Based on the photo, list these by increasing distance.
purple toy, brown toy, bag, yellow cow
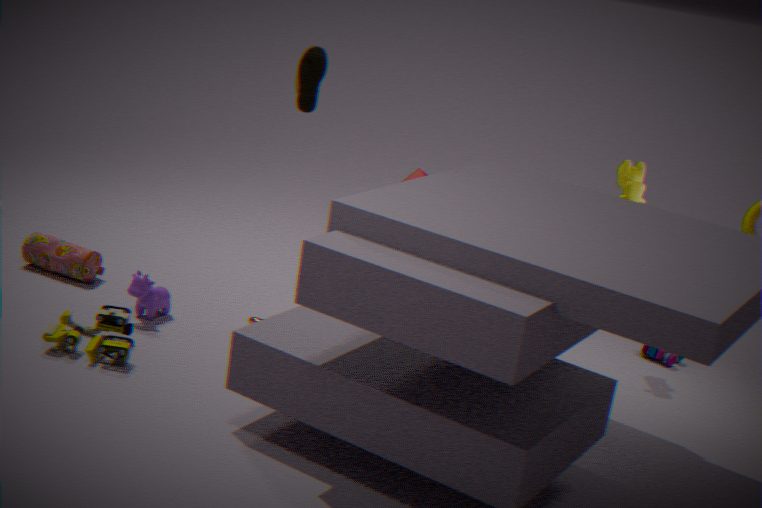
brown toy, yellow cow, bag, purple toy
